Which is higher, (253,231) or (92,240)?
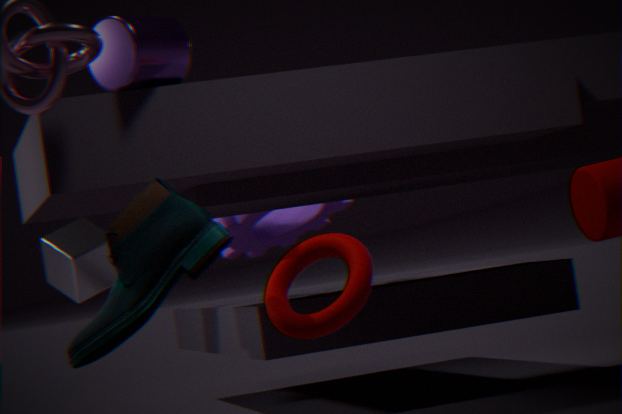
(253,231)
